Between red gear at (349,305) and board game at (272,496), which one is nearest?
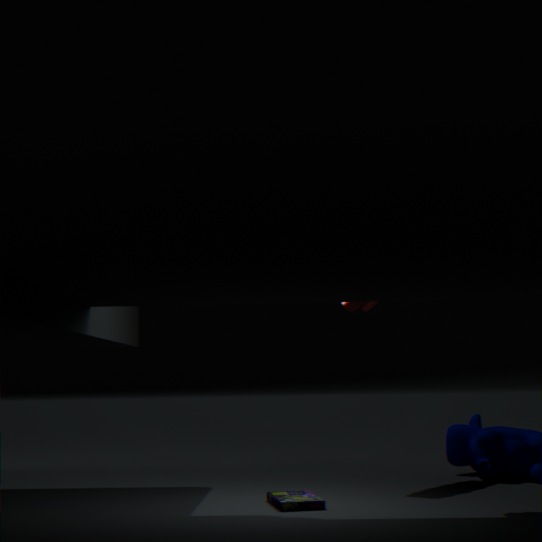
board game at (272,496)
